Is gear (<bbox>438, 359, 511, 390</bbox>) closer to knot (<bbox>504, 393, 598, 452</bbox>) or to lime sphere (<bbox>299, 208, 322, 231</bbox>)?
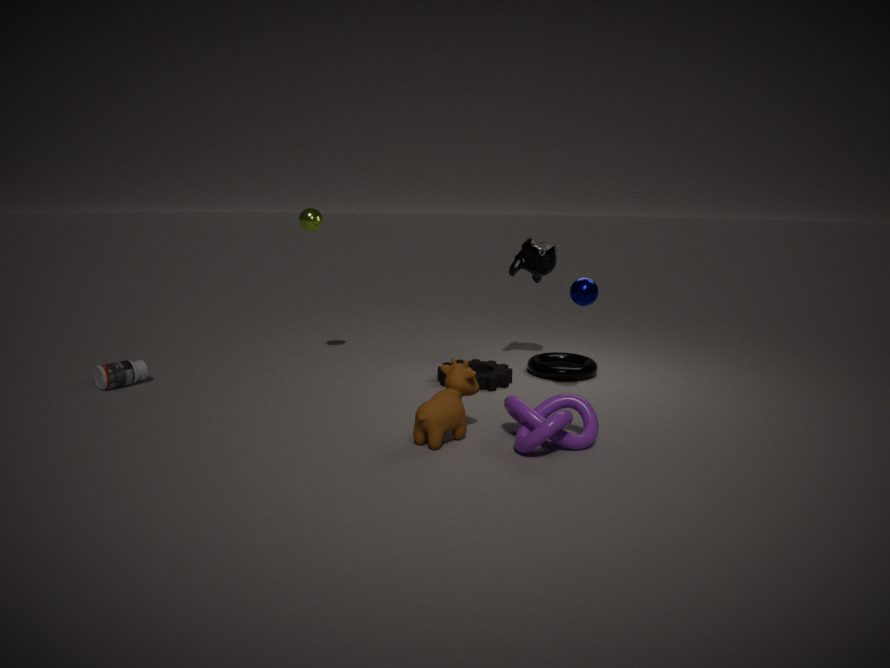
knot (<bbox>504, 393, 598, 452</bbox>)
